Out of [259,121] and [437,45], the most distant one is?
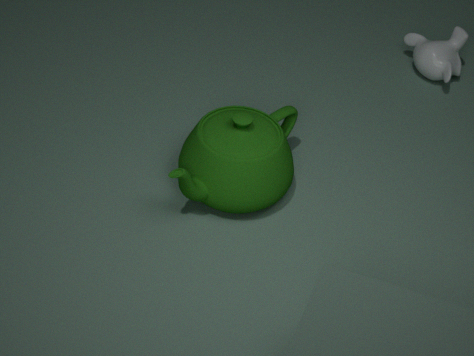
[437,45]
